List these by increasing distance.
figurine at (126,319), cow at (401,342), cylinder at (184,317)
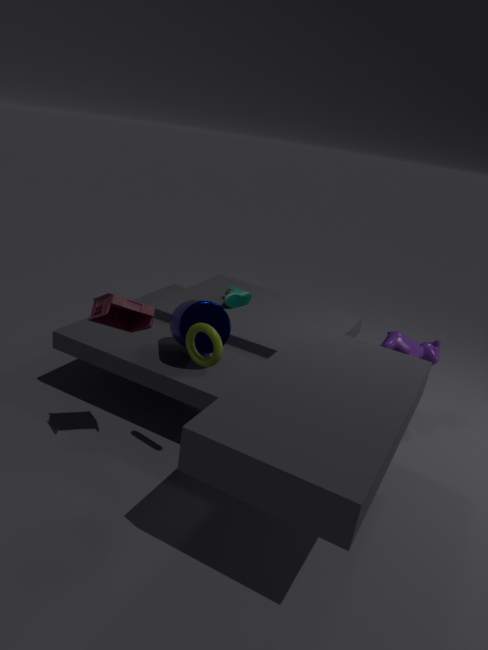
1. figurine at (126,319)
2. cylinder at (184,317)
3. cow at (401,342)
